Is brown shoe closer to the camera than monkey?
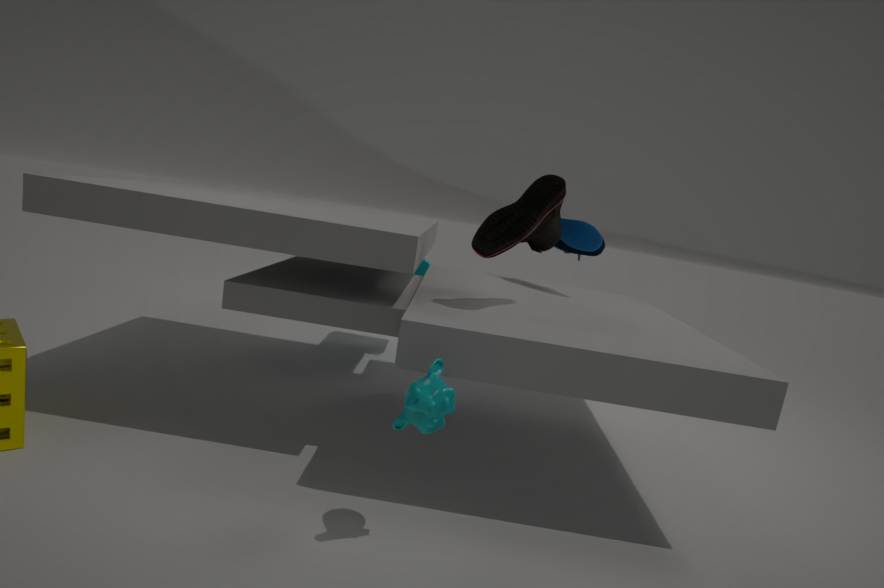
No
